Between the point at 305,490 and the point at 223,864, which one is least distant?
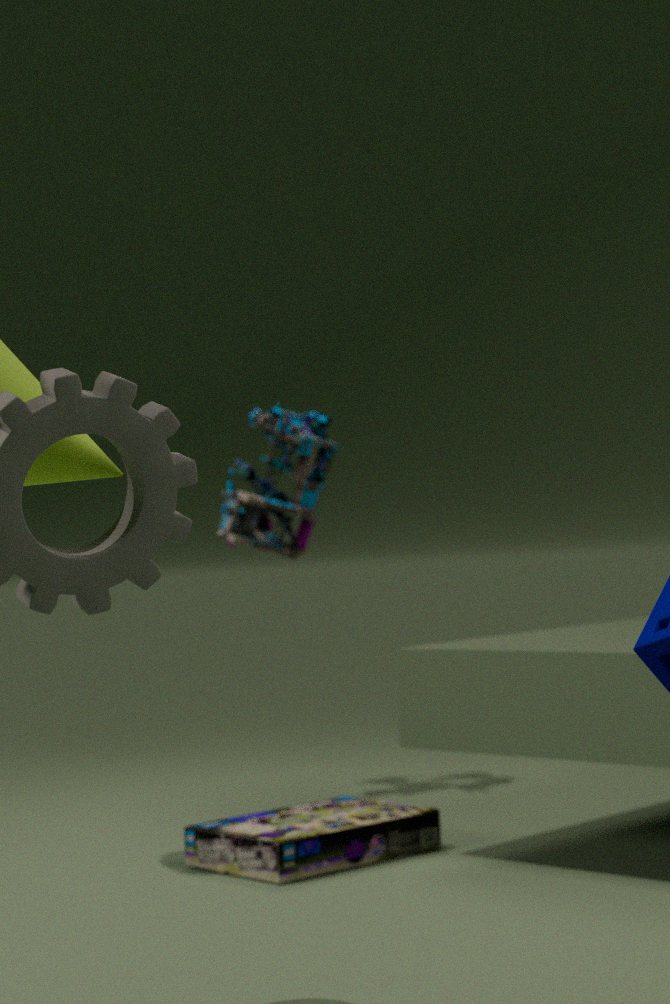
the point at 223,864
